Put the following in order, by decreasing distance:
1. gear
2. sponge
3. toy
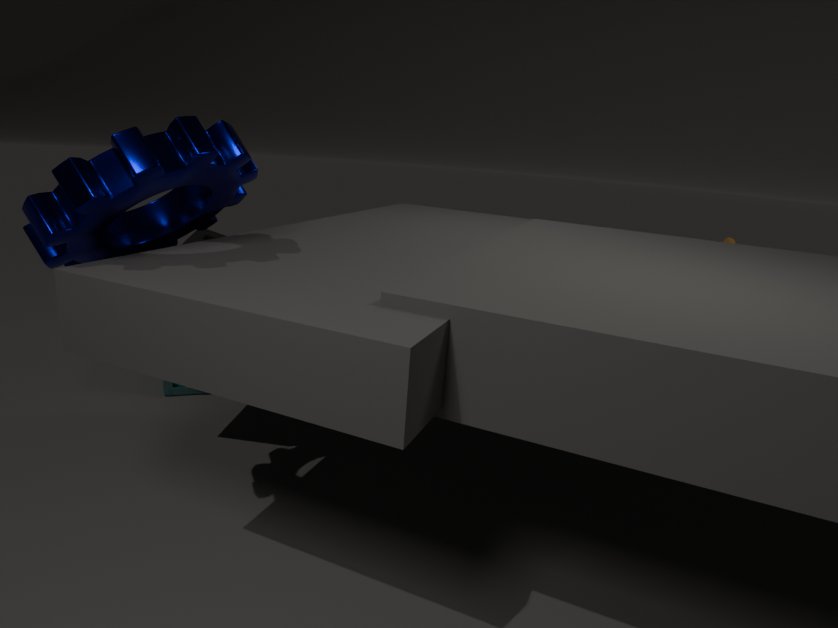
1. toy
2. sponge
3. gear
